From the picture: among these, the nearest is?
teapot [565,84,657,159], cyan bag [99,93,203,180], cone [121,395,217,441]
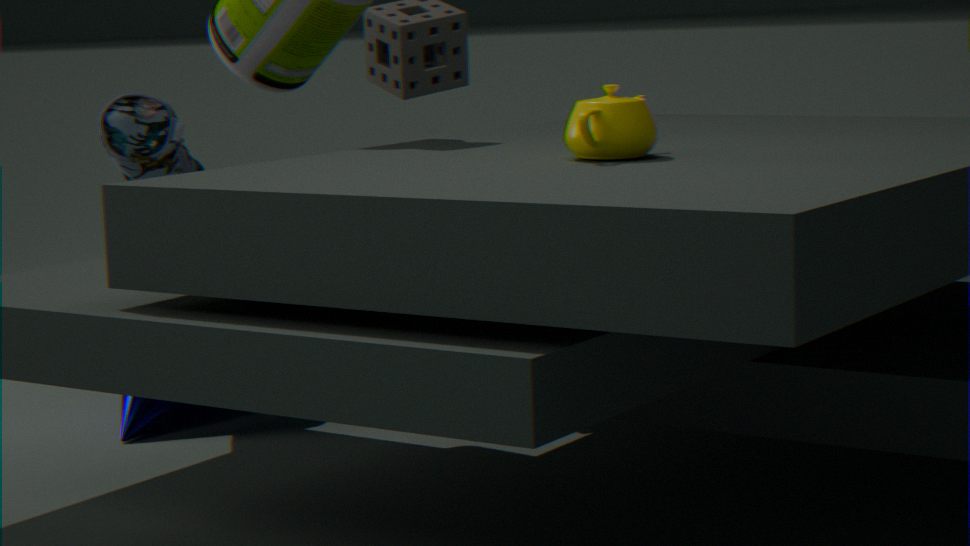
teapot [565,84,657,159]
